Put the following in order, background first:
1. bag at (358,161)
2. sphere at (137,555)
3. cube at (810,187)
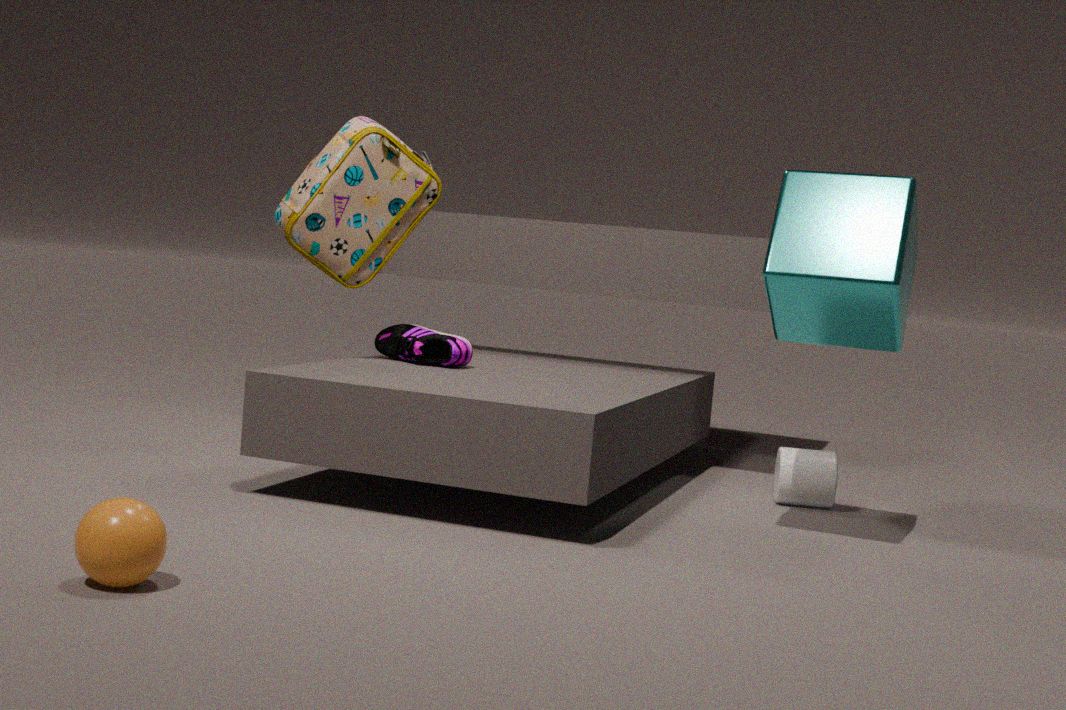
bag at (358,161) → cube at (810,187) → sphere at (137,555)
